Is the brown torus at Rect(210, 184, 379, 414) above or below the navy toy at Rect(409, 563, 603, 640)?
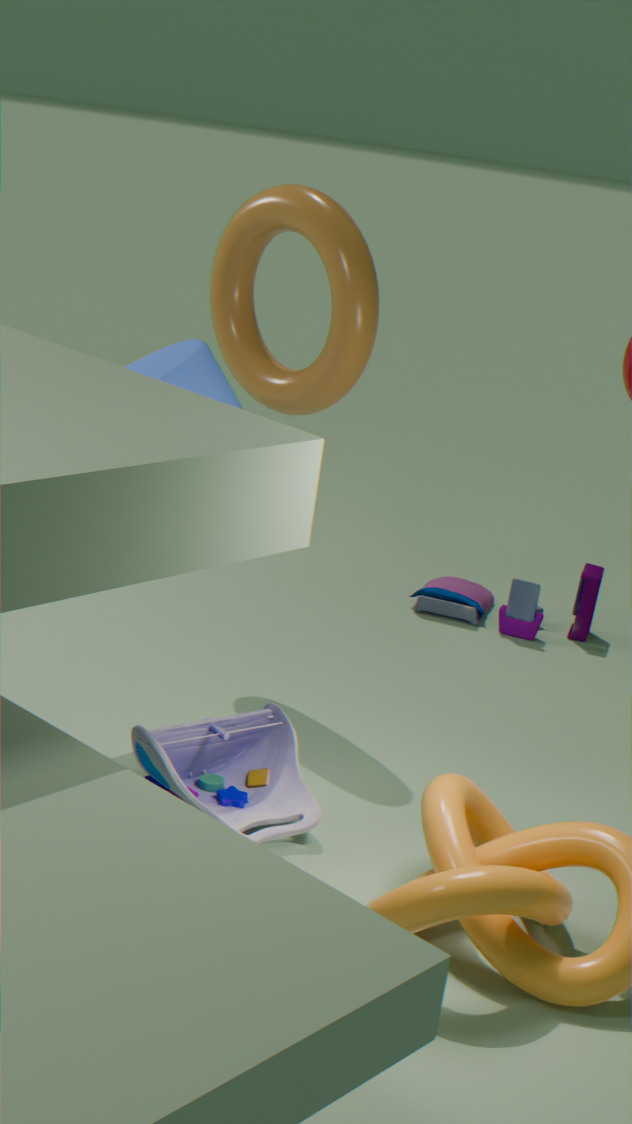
above
